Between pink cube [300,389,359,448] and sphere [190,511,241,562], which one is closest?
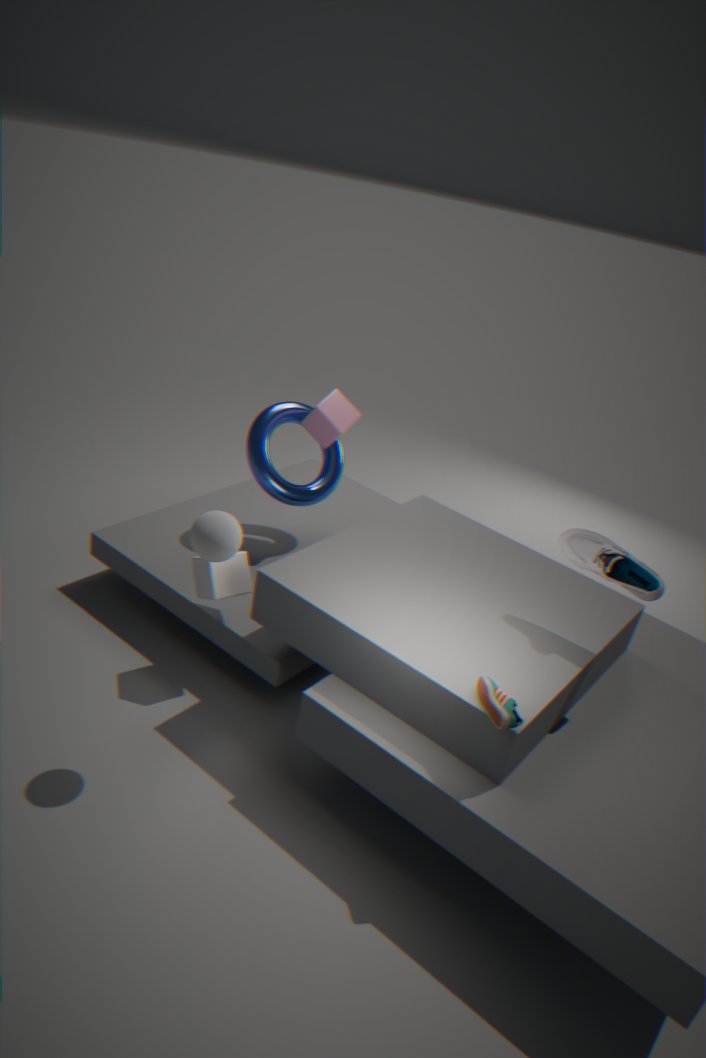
sphere [190,511,241,562]
